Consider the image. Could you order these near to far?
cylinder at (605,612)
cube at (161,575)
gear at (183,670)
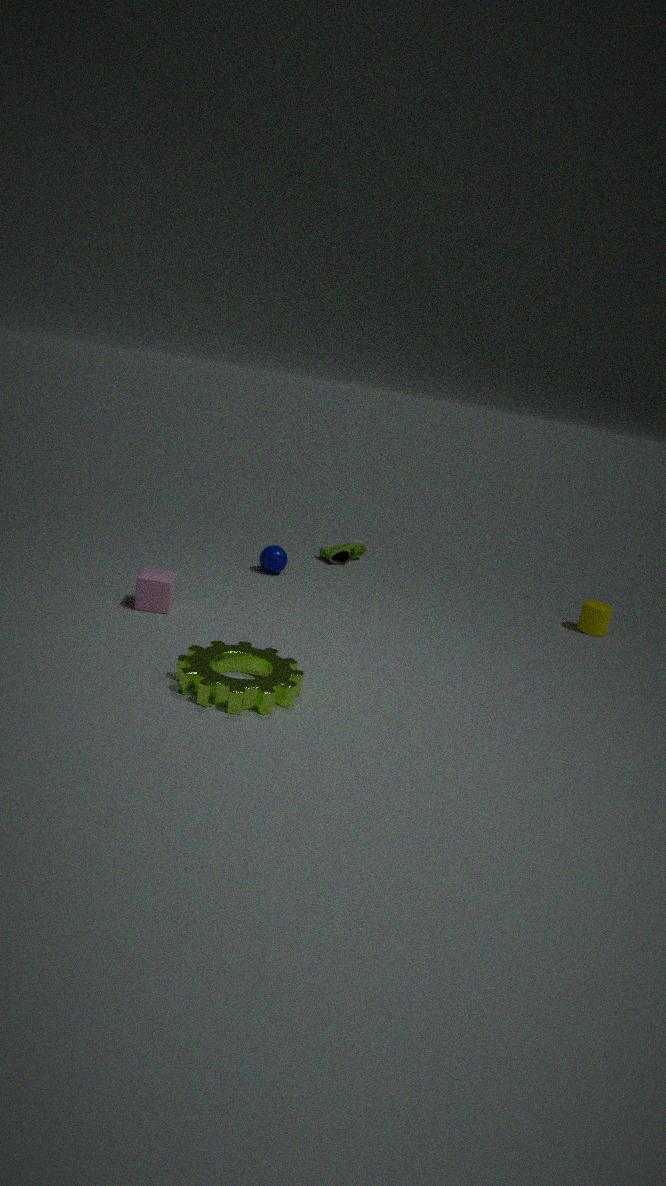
gear at (183,670)
cube at (161,575)
cylinder at (605,612)
